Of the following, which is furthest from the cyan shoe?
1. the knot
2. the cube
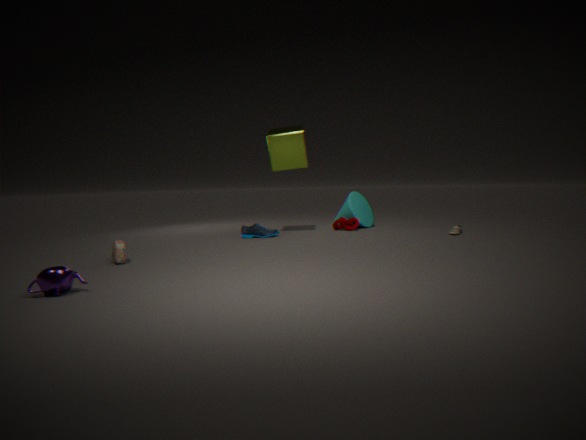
the knot
